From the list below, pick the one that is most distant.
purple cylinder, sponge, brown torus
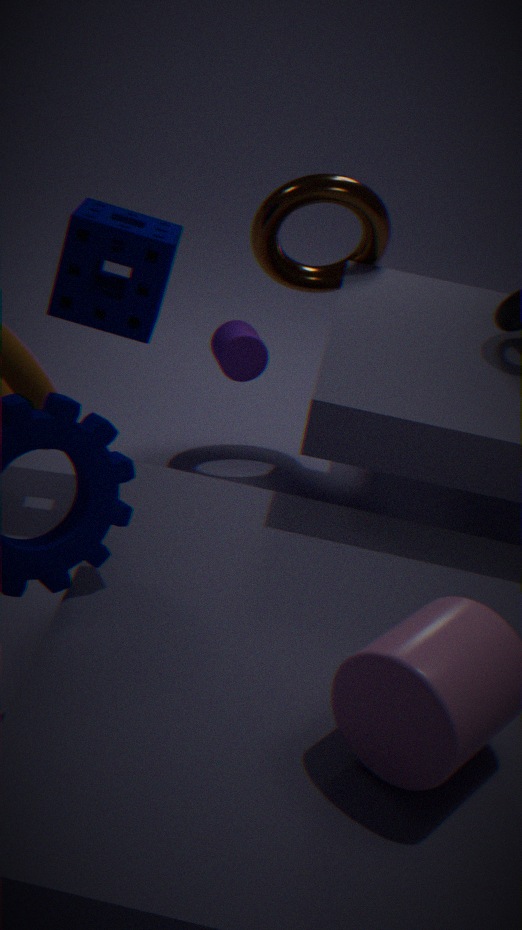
brown torus
